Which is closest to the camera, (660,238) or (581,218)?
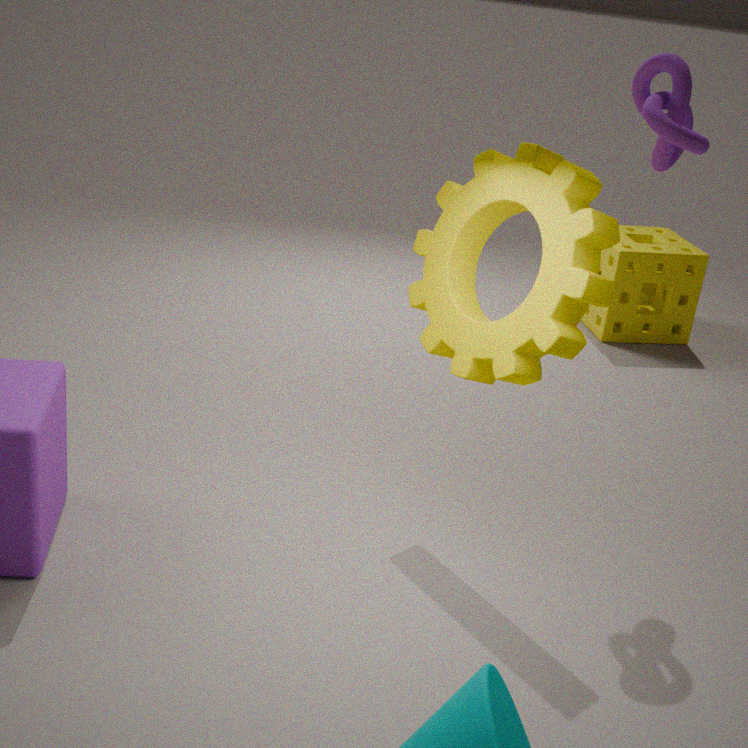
(581,218)
